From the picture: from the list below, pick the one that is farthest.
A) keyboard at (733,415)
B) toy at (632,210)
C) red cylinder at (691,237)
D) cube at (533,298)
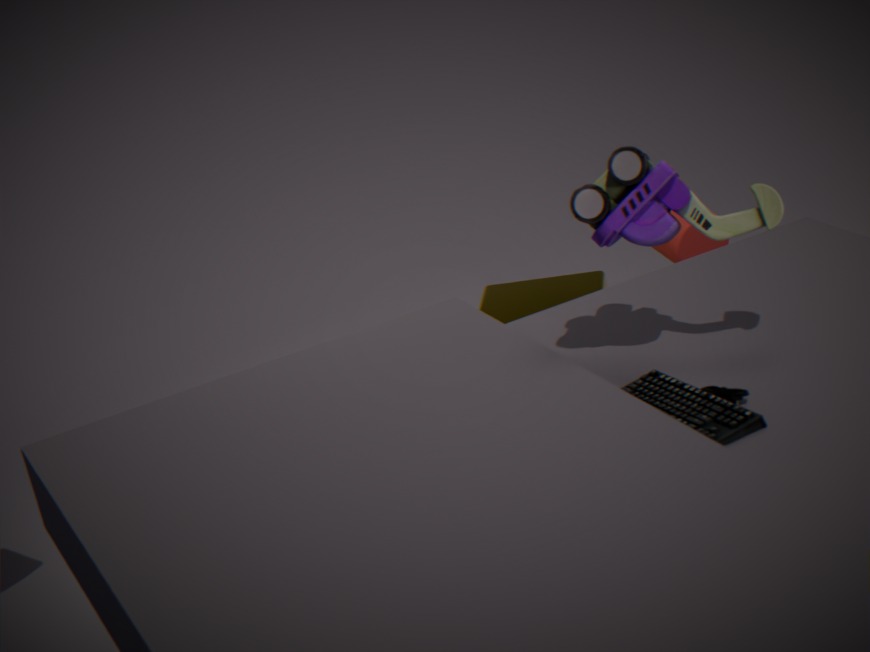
red cylinder at (691,237)
